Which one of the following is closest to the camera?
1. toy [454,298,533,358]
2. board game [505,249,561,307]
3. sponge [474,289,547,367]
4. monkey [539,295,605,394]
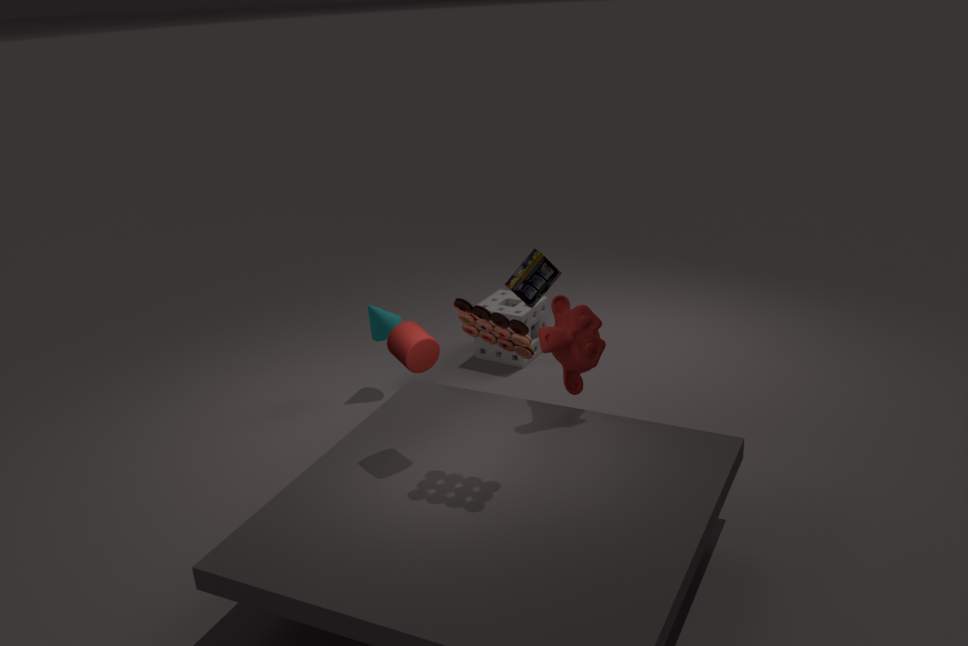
toy [454,298,533,358]
